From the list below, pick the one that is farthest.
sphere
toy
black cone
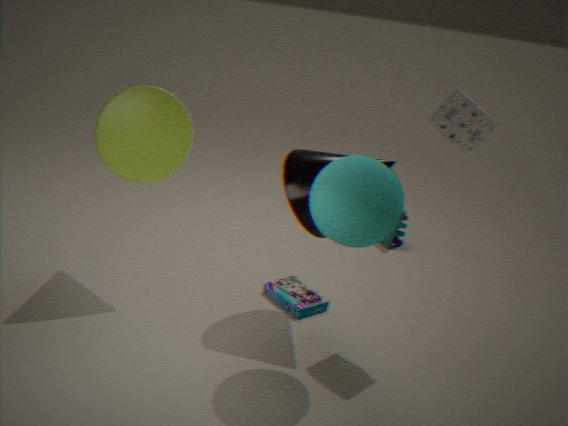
toy
